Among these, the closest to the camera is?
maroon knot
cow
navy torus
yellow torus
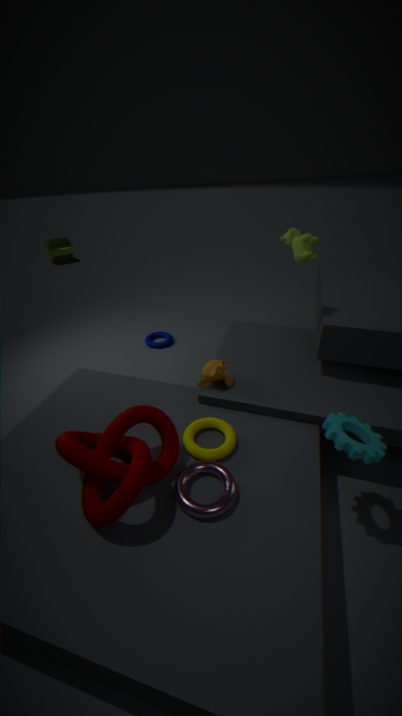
maroon knot
